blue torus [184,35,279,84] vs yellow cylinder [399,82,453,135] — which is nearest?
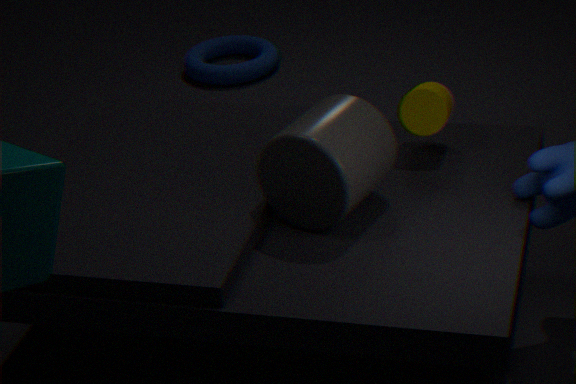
yellow cylinder [399,82,453,135]
